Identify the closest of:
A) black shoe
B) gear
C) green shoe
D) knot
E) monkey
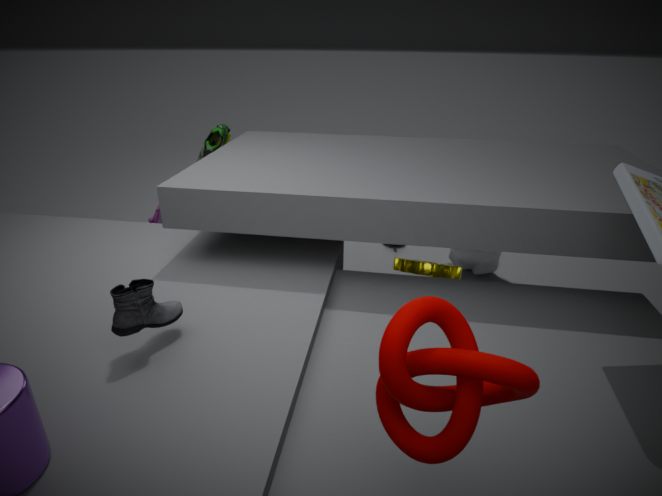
knot
